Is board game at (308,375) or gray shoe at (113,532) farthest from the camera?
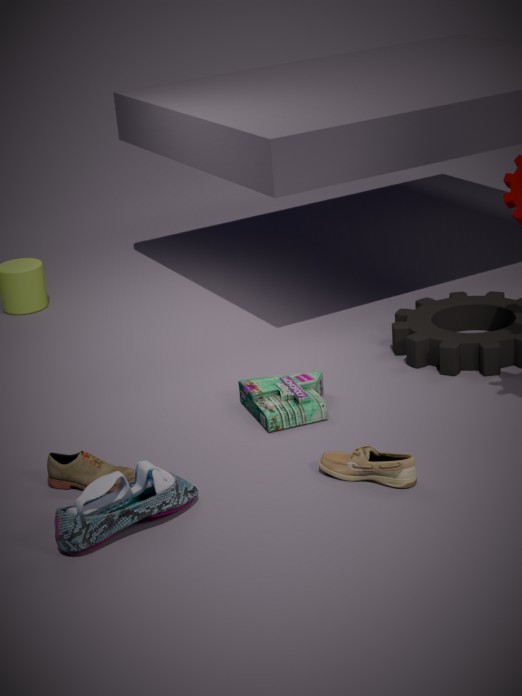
board game at (308,375)
